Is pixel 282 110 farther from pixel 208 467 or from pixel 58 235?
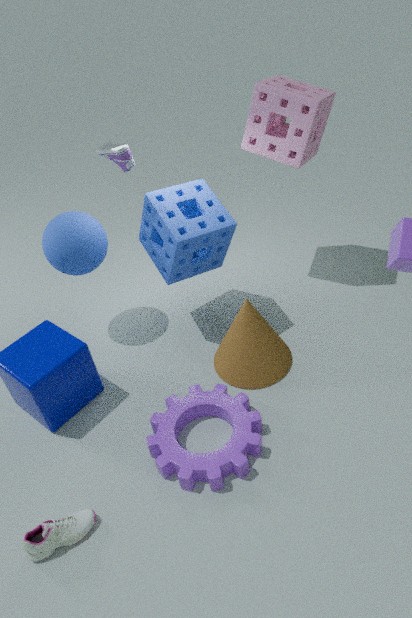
pixel 208 467
